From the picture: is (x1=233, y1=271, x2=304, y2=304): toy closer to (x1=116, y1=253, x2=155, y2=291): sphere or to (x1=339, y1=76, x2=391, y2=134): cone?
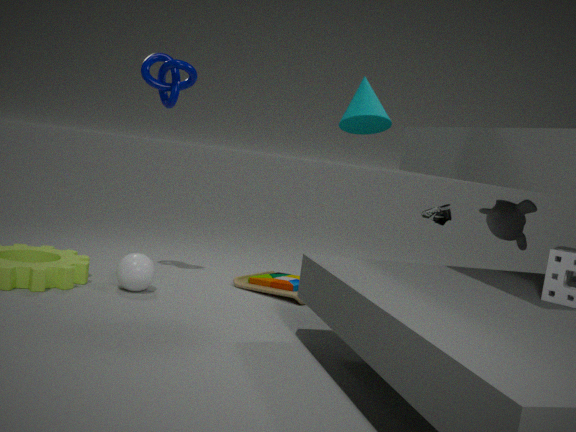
(x1=116, y1=253, x2=155, y2=291): sphere
